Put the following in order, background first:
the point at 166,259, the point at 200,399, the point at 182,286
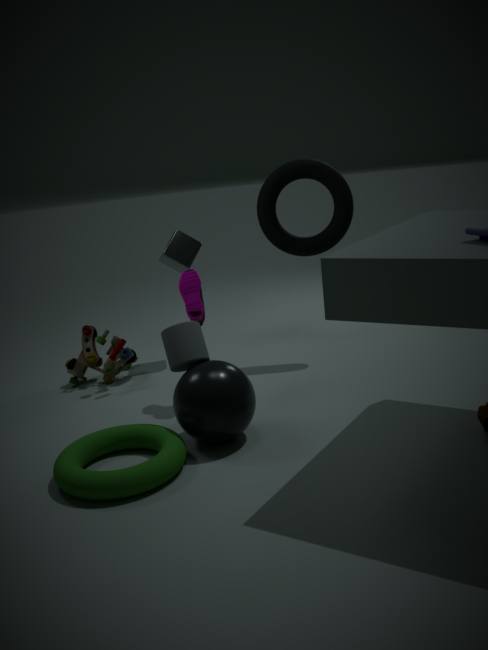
1. the point at 166,259
2. the point at 182,286
3. the point at 200,399
